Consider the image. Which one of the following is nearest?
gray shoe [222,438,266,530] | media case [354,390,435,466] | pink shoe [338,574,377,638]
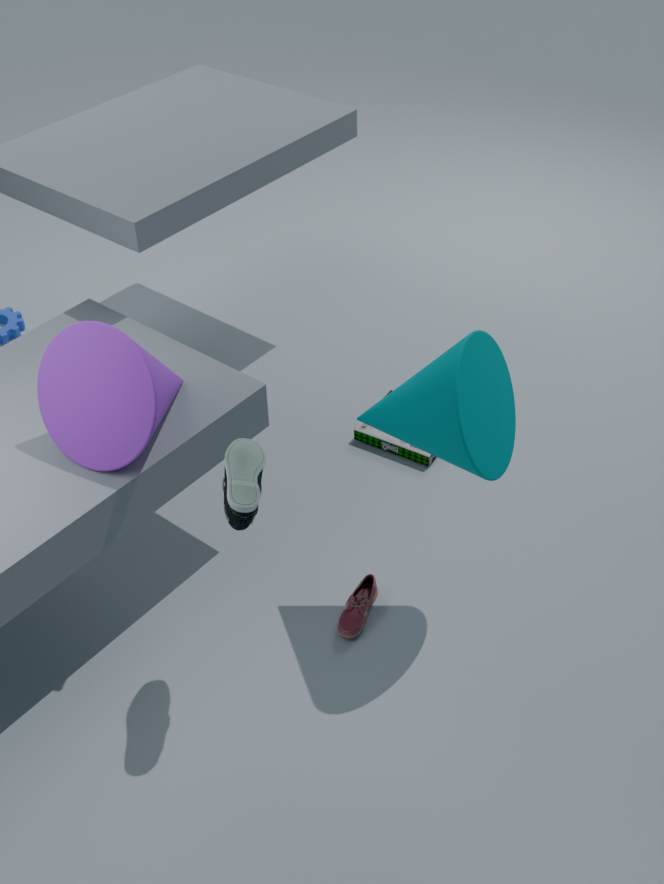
gray shoe [222,438,266,530]
